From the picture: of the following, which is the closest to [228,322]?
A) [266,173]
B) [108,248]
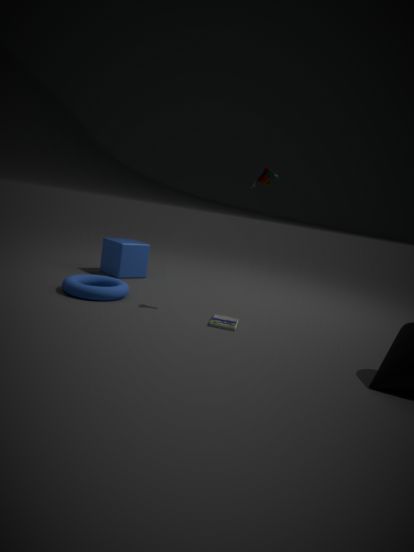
[266,173]
